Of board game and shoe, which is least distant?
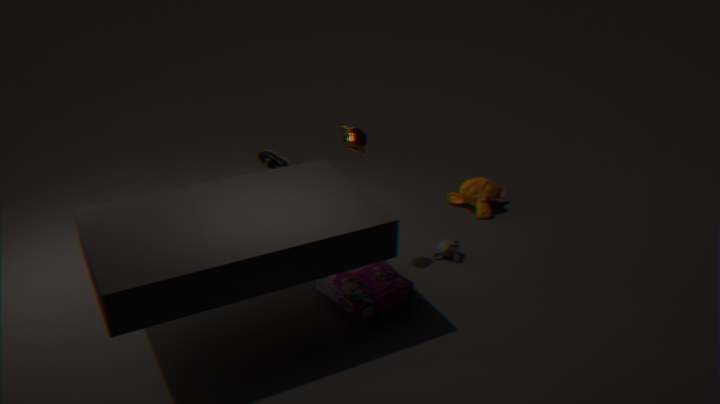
board game
